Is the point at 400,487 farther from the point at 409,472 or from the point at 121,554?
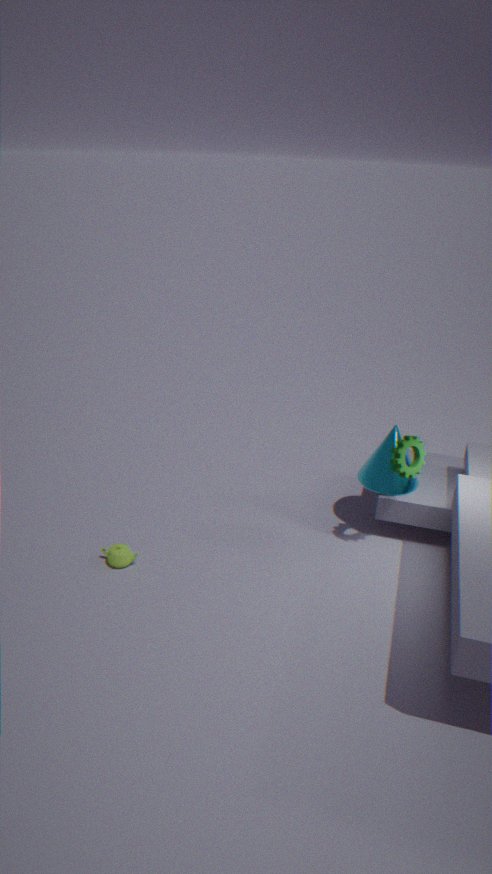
the point at 121,554
